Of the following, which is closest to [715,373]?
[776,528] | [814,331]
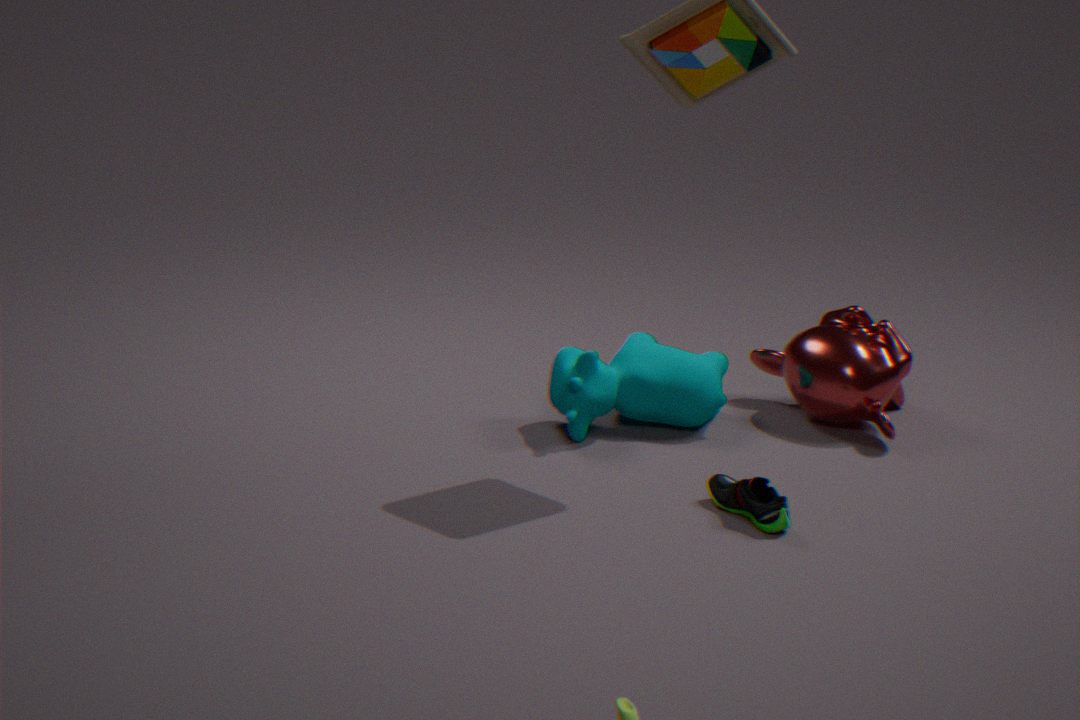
[814,331]
